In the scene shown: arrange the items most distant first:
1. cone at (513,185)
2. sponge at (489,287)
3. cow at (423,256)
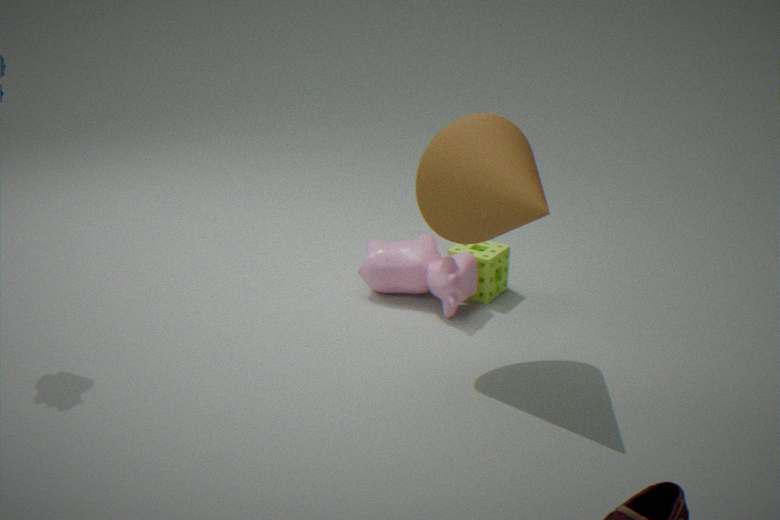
sponge at (489,287) < cow at (423,256) < cone at (513,185)
